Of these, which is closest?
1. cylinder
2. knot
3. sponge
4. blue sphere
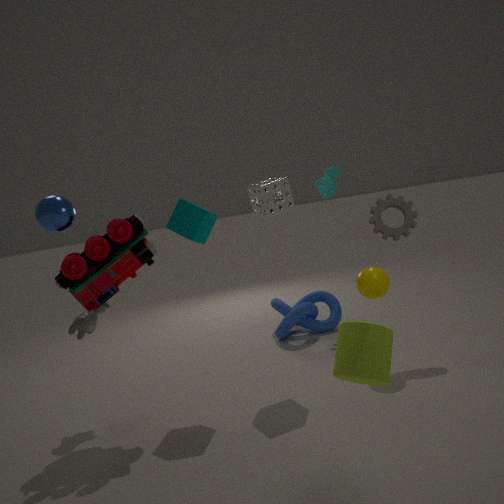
cylinder
